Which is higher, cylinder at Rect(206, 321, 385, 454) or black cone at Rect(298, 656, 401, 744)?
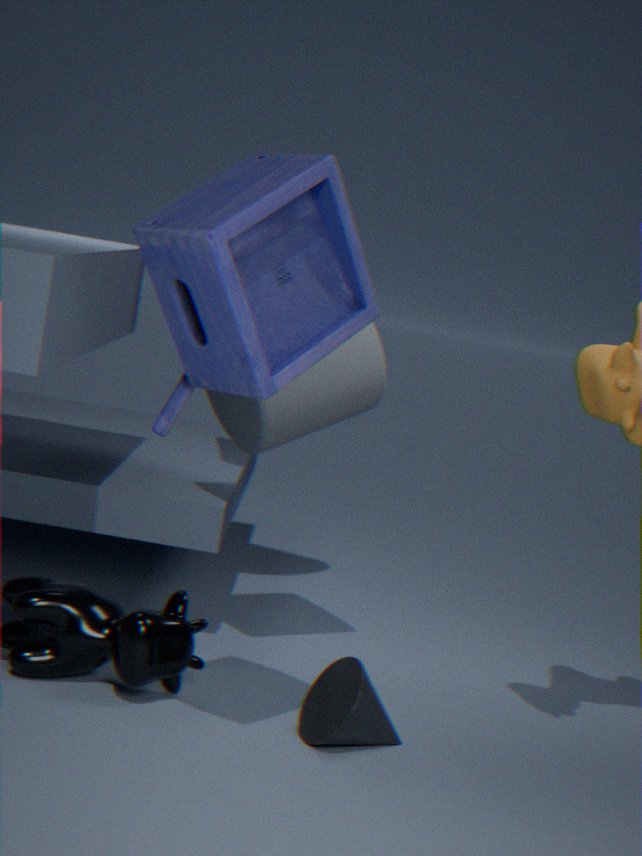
cylinder at Rect(206, 321, 385, 454)
